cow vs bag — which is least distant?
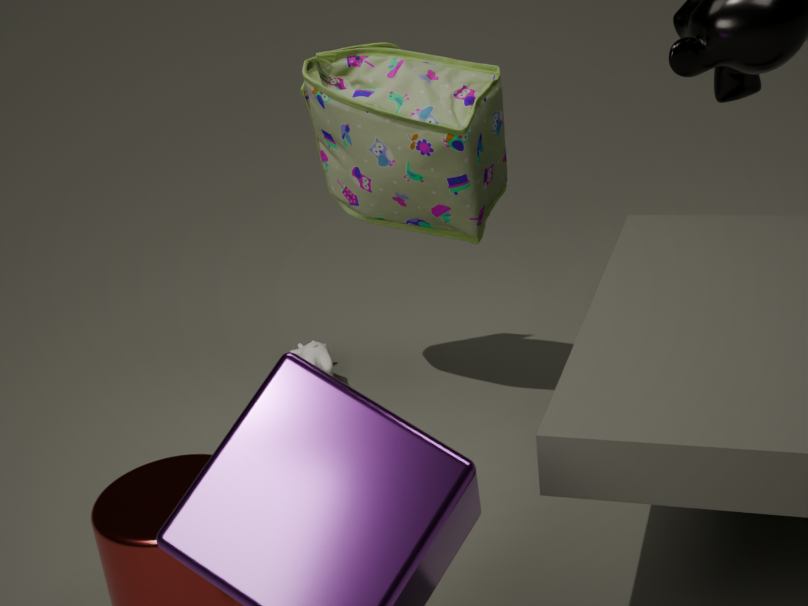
bag
